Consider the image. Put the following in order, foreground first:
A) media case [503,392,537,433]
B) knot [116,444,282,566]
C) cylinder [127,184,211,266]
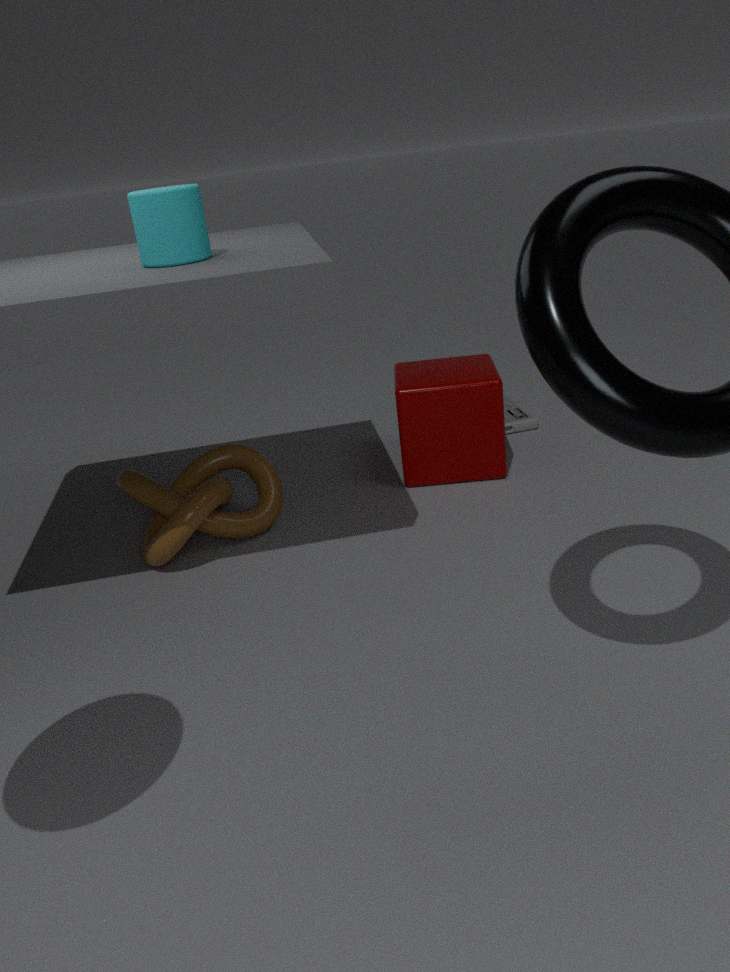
cylinder [127,184,211,266], knot [116,444,282,566], media case [503,392,537,433]
